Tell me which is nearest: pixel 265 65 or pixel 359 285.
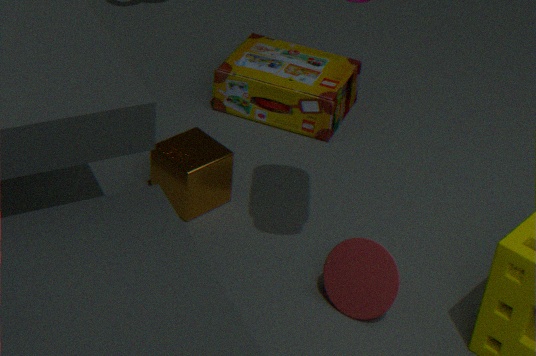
pixel 359 285
